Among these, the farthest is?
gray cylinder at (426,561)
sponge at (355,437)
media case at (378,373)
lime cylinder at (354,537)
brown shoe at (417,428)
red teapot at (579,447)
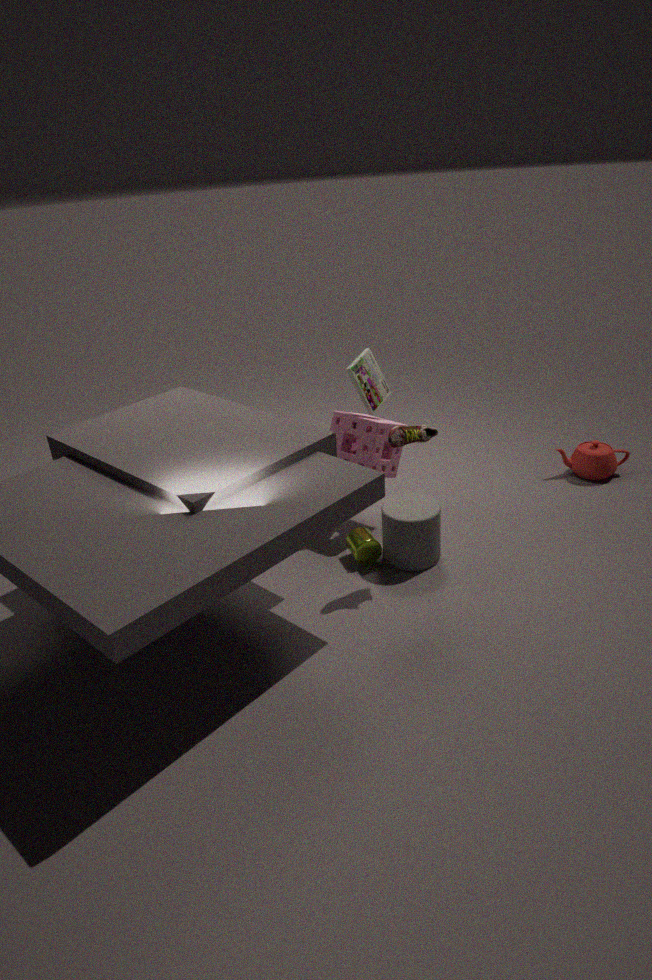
red teapot at (579,447)
